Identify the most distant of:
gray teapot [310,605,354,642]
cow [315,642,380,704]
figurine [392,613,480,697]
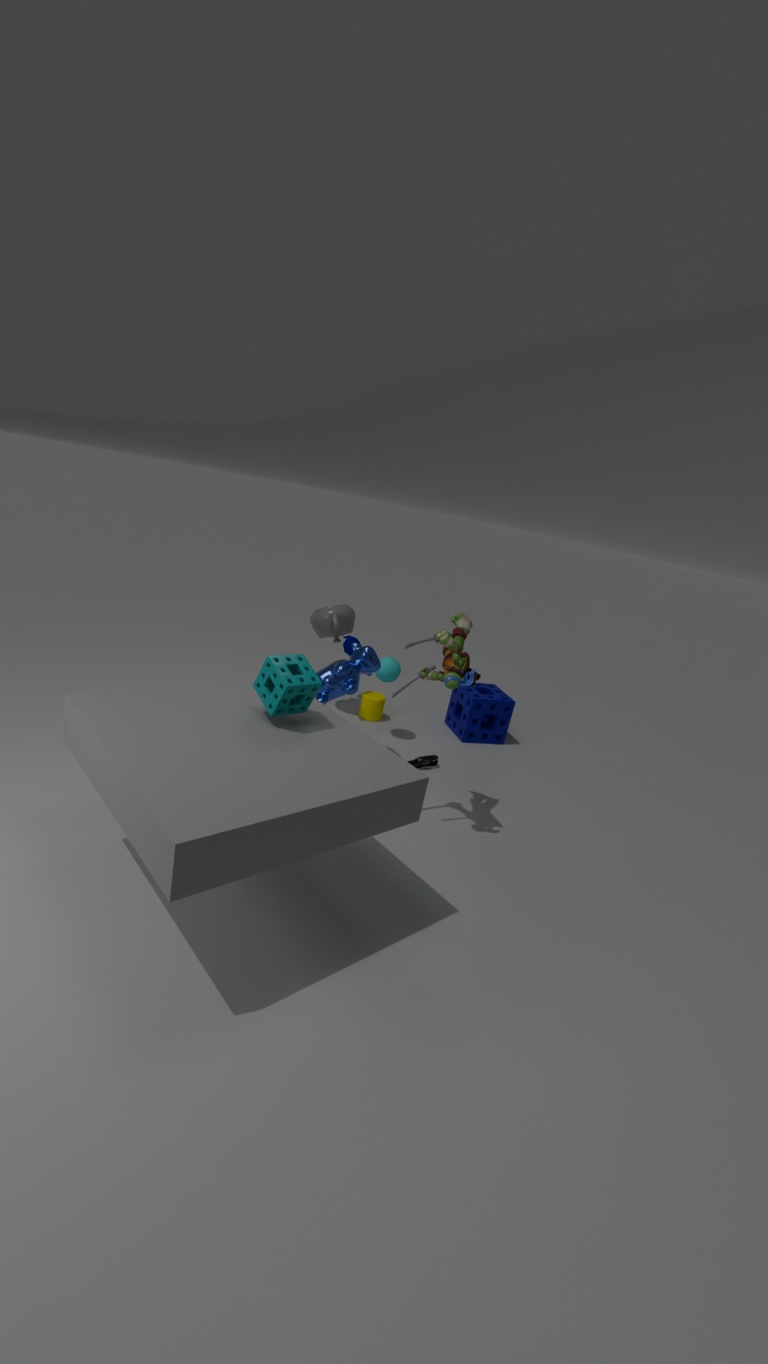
gray teapot [310,605,354,642]
